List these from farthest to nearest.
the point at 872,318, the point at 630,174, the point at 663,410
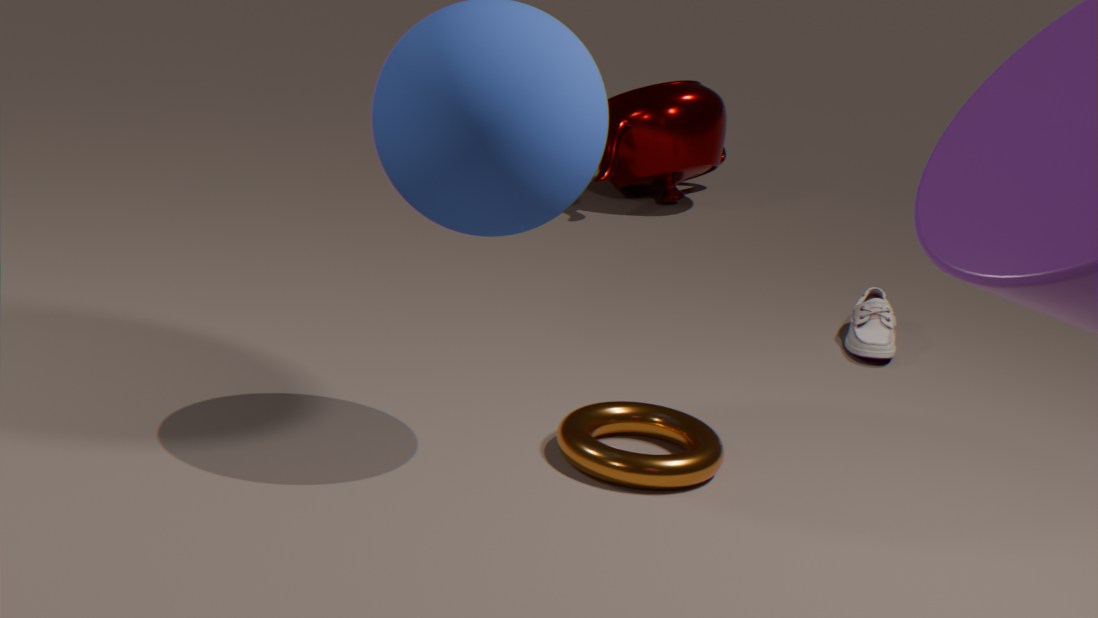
the point at 630,174 → the point at 872,318 → the point at 663,410
